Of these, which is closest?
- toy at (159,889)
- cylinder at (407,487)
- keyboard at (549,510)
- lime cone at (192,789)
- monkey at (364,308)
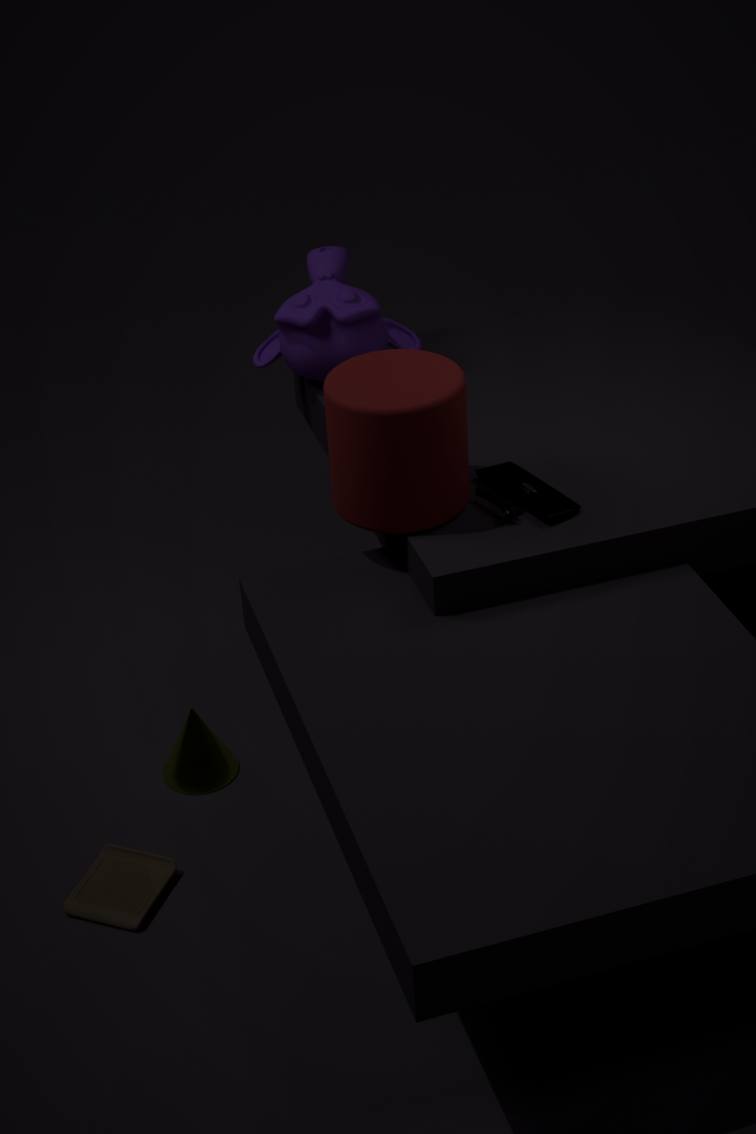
cylinder at (407,487)
